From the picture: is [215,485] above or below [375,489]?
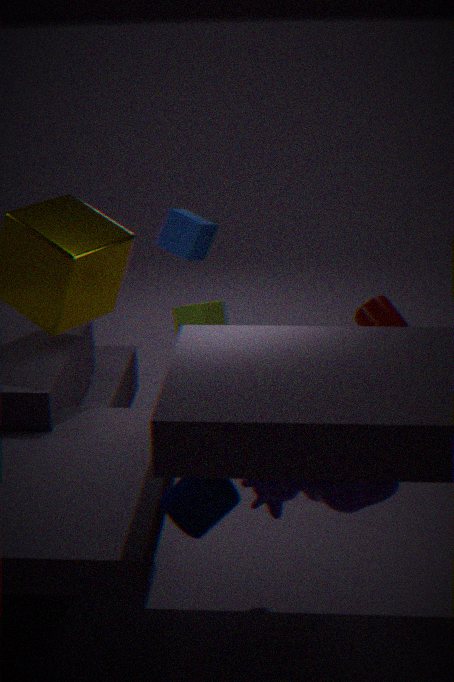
above
